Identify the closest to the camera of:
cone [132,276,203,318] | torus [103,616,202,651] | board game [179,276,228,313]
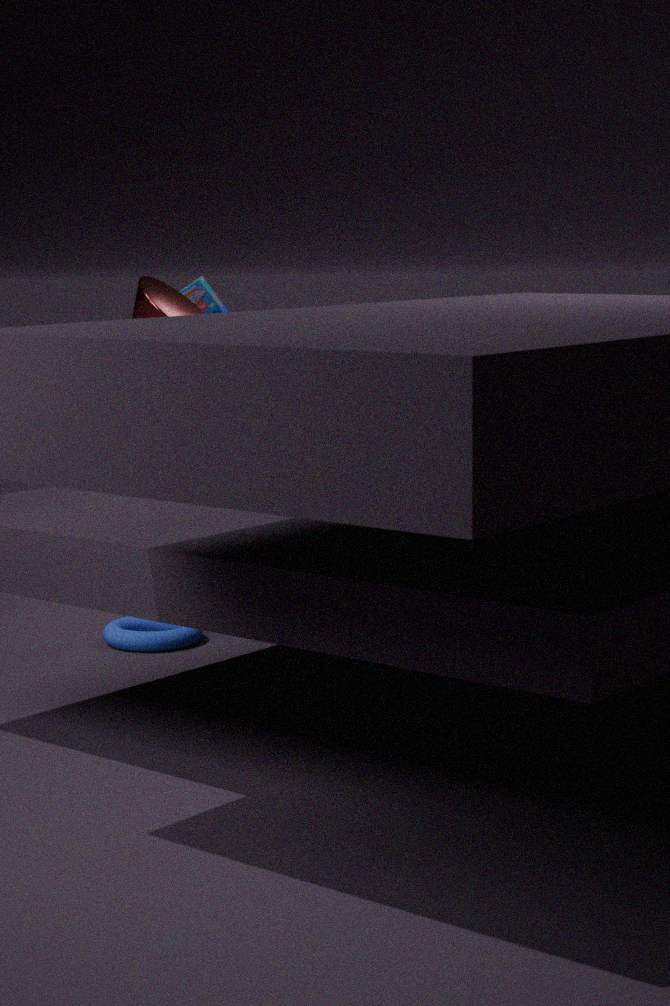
cone [132,276,203,318]
